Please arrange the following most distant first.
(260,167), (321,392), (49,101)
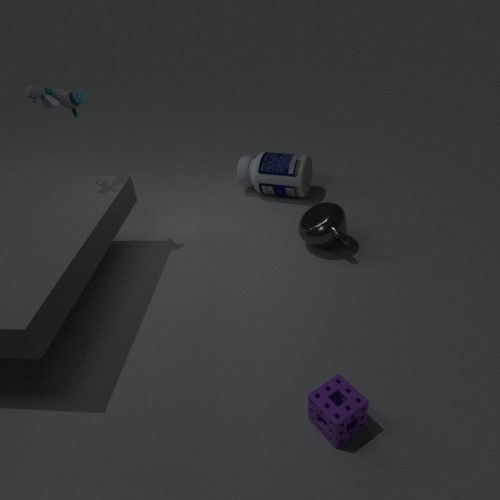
1. (260,167)
2. (49,101)
3. (321,392)
